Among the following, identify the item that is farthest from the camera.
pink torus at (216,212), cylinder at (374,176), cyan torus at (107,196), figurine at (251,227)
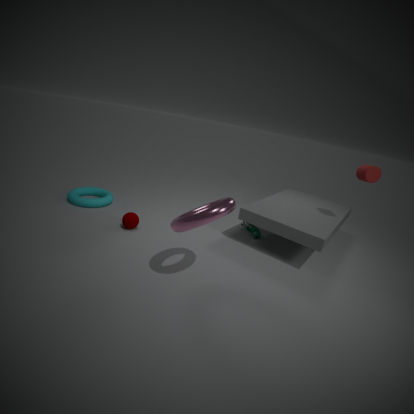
figurine at (251,227)
